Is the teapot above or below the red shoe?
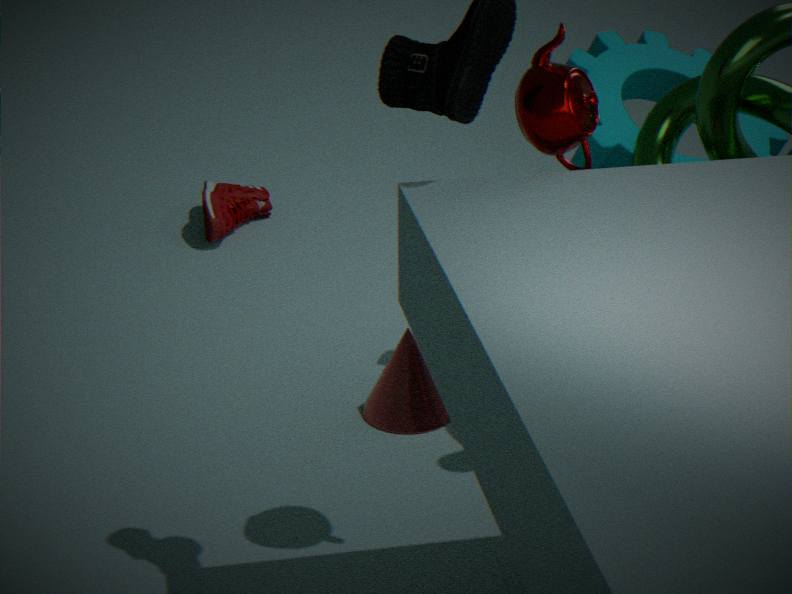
above
